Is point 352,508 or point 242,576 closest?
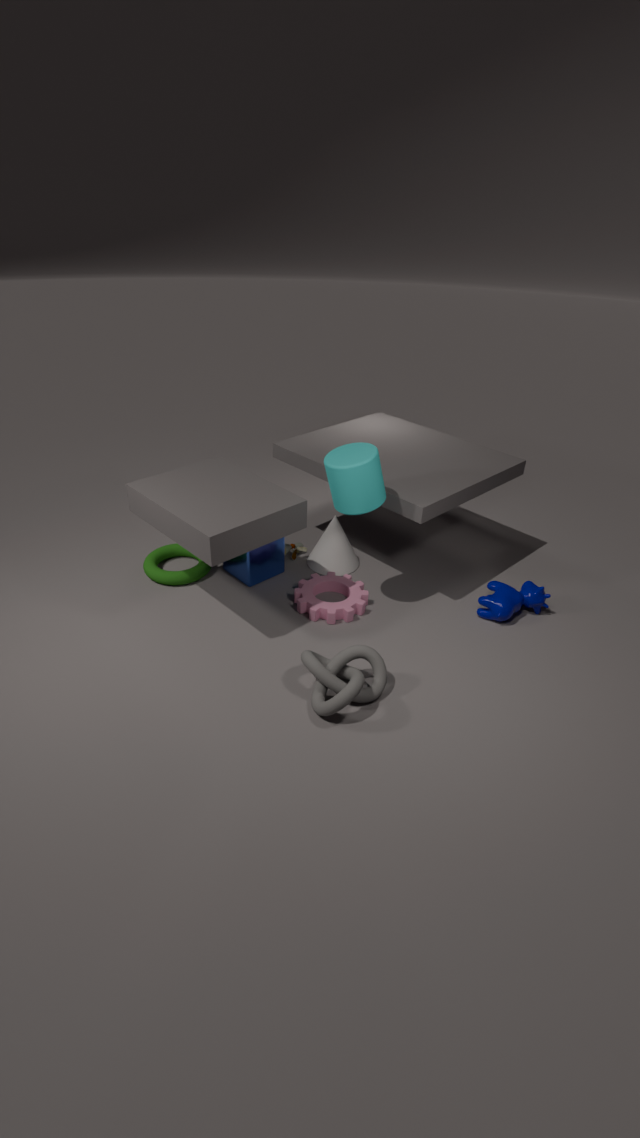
point 352,508
